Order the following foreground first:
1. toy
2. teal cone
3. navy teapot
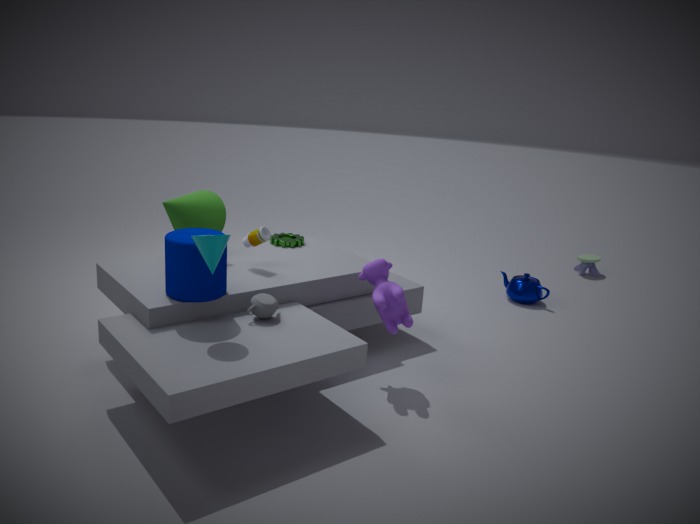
1. teal cone
2. navy teapot
3. toy
